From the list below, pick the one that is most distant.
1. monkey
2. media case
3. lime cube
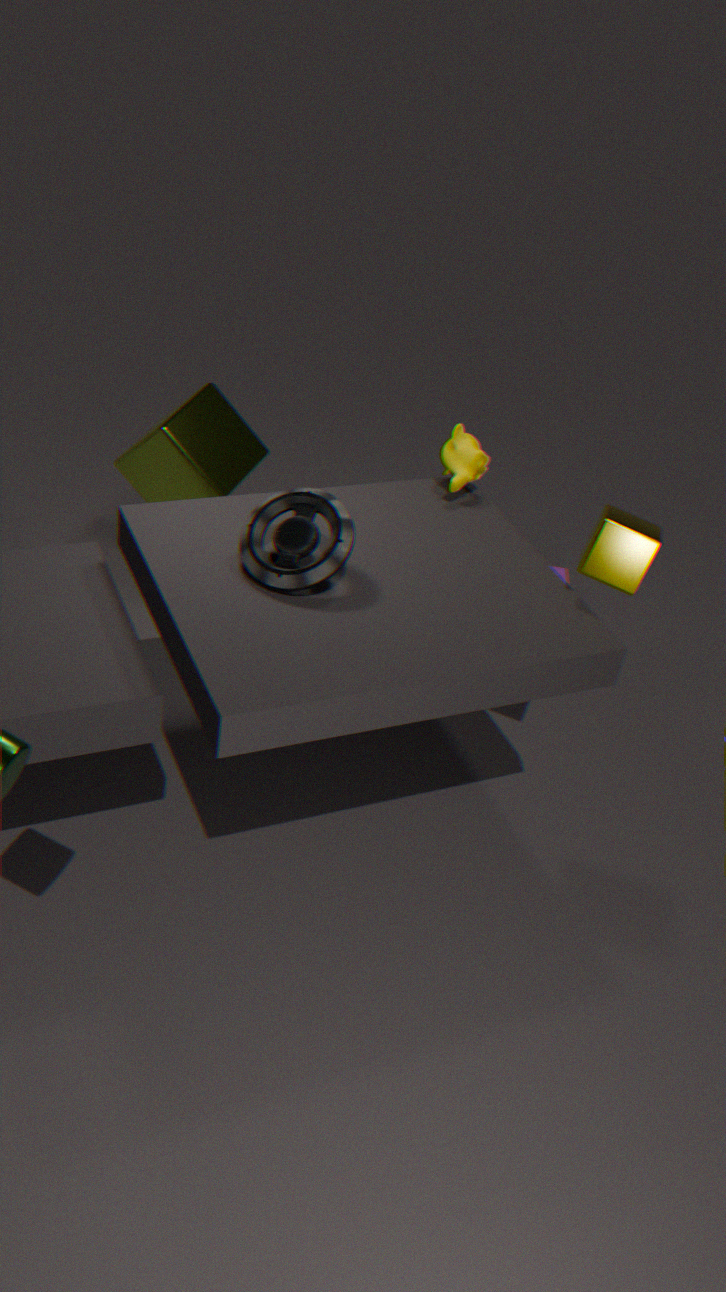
lime cube
